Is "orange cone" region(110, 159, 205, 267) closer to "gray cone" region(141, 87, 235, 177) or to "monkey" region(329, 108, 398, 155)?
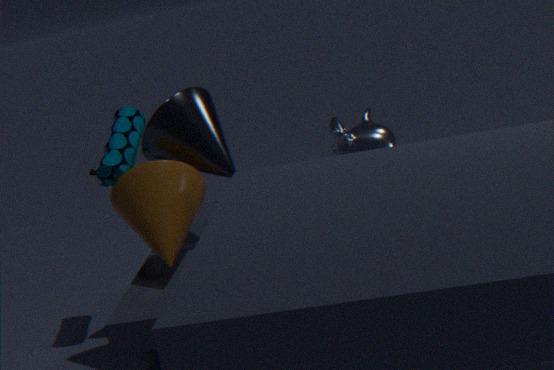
"gray cone" region(141, 87, 235, 177)
